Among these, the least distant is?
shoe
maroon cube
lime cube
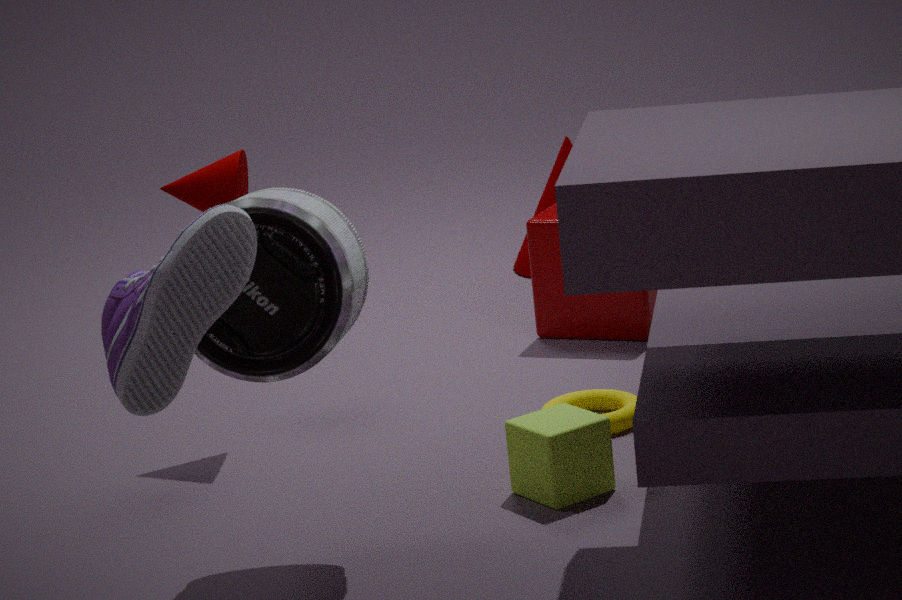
shoe
